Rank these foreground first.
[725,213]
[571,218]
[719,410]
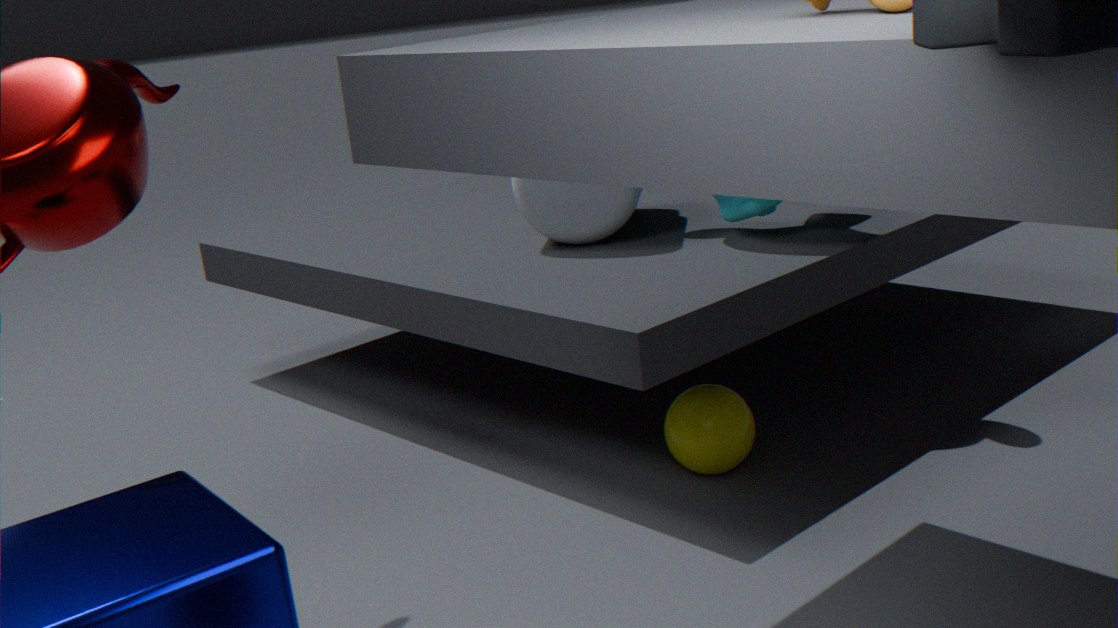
[719,410] < [725,213] < [571,218]
